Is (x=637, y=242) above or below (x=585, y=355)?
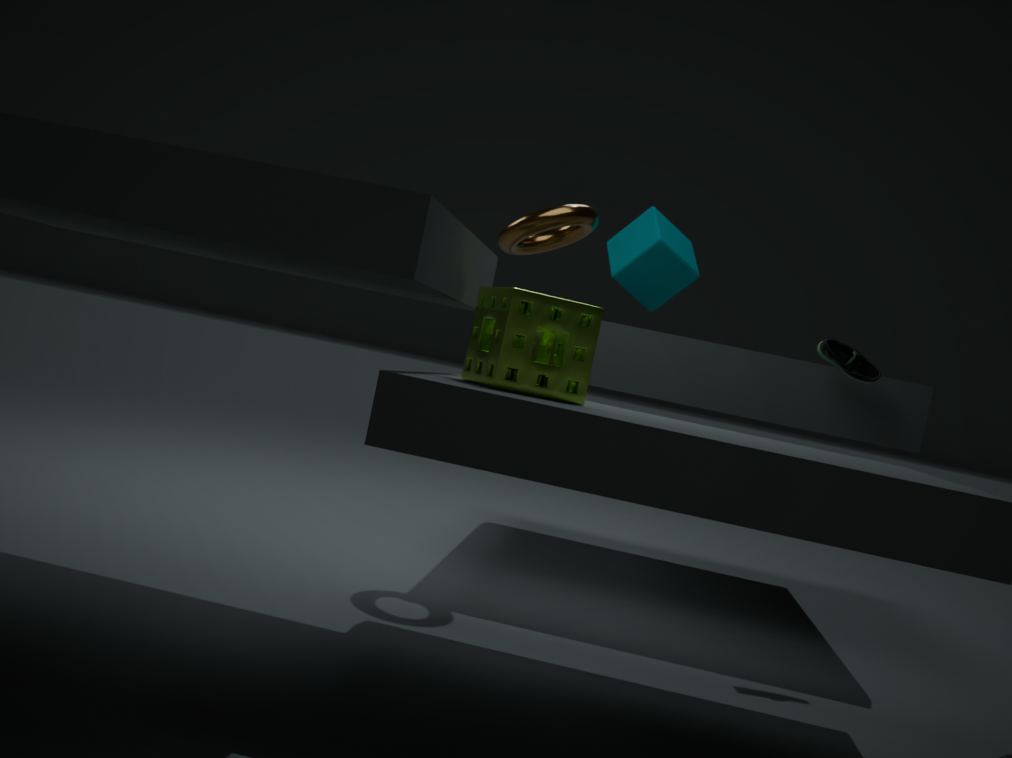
above
